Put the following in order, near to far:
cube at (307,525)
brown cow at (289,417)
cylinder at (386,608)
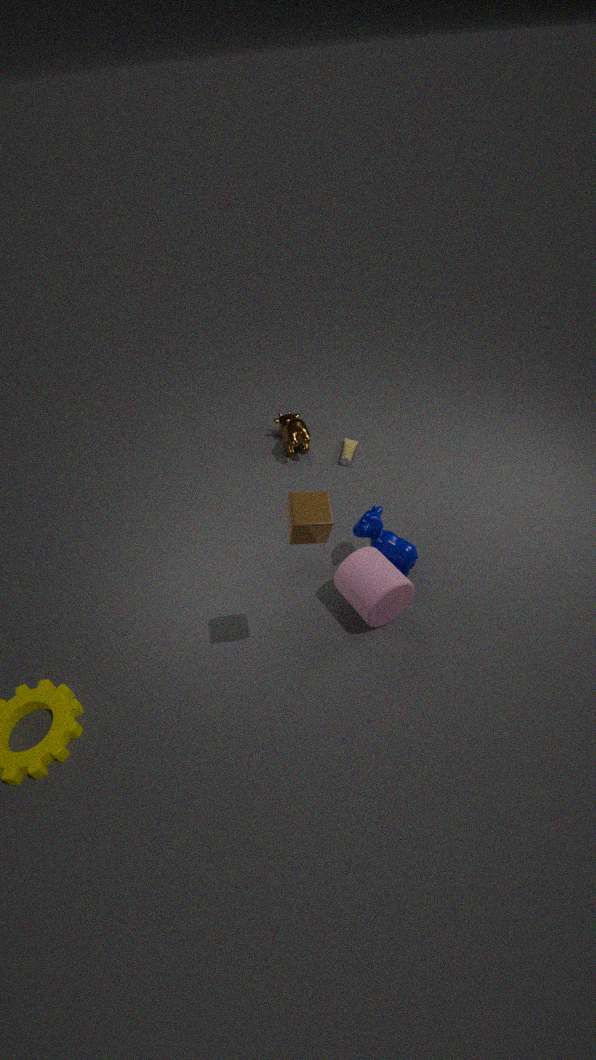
1. cube at (307,525)
2. cylinder at (386,608)
3. brown cow at (289,417)
